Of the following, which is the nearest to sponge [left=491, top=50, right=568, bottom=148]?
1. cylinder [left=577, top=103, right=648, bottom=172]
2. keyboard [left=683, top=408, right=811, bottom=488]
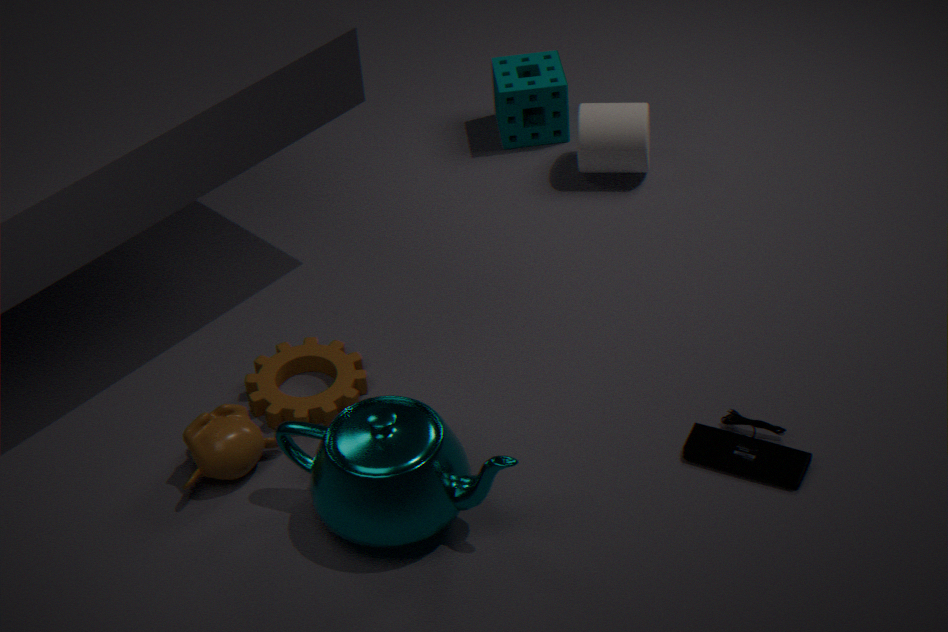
cylinder [left=577, top=103, right=648, bottom=172]
